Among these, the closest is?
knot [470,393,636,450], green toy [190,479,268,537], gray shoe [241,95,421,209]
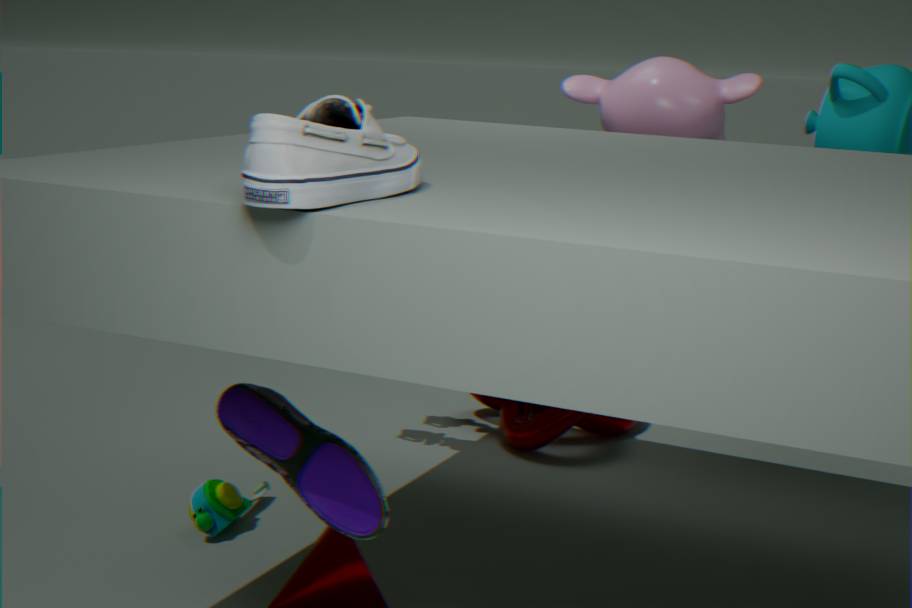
gray shoe [241,95,421,209]
